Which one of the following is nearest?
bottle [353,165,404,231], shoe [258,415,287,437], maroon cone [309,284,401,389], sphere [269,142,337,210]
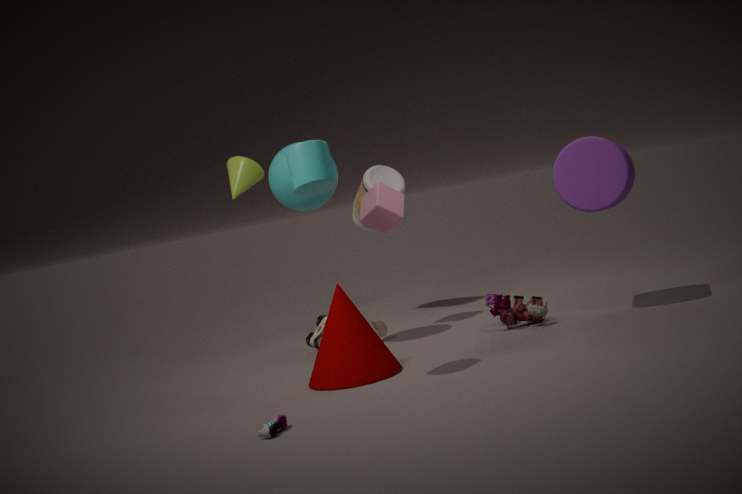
shoe [258,415,287,437]
